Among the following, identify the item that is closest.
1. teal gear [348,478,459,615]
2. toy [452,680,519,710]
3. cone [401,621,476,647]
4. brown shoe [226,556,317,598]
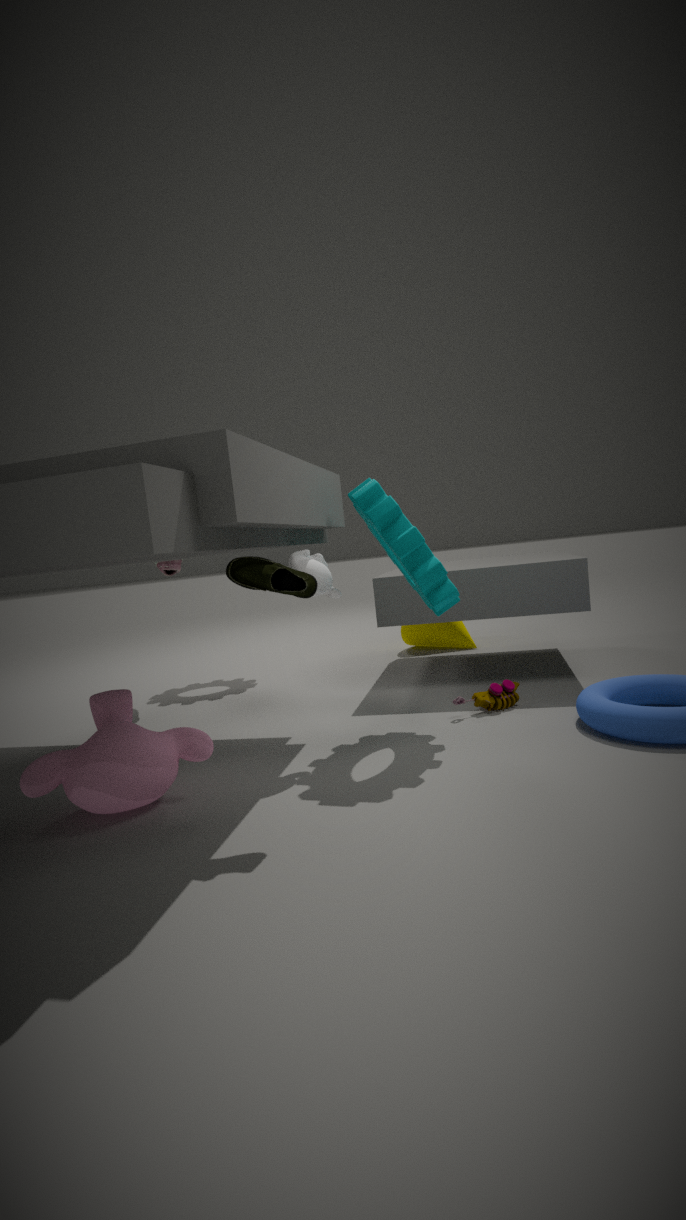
brown shoe [226,556,317,598]
